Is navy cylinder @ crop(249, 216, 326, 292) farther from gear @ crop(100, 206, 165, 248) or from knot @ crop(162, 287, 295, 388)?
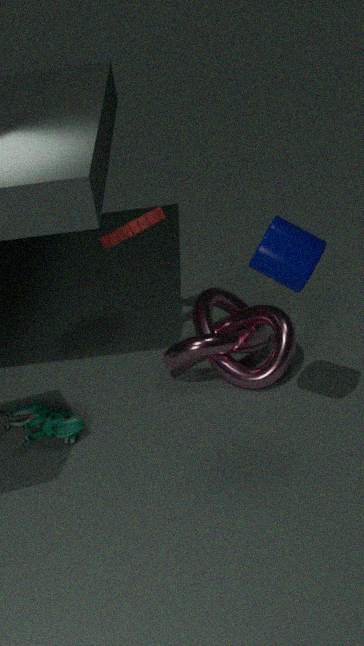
gear @ crop(100, 206, 165, 248)
